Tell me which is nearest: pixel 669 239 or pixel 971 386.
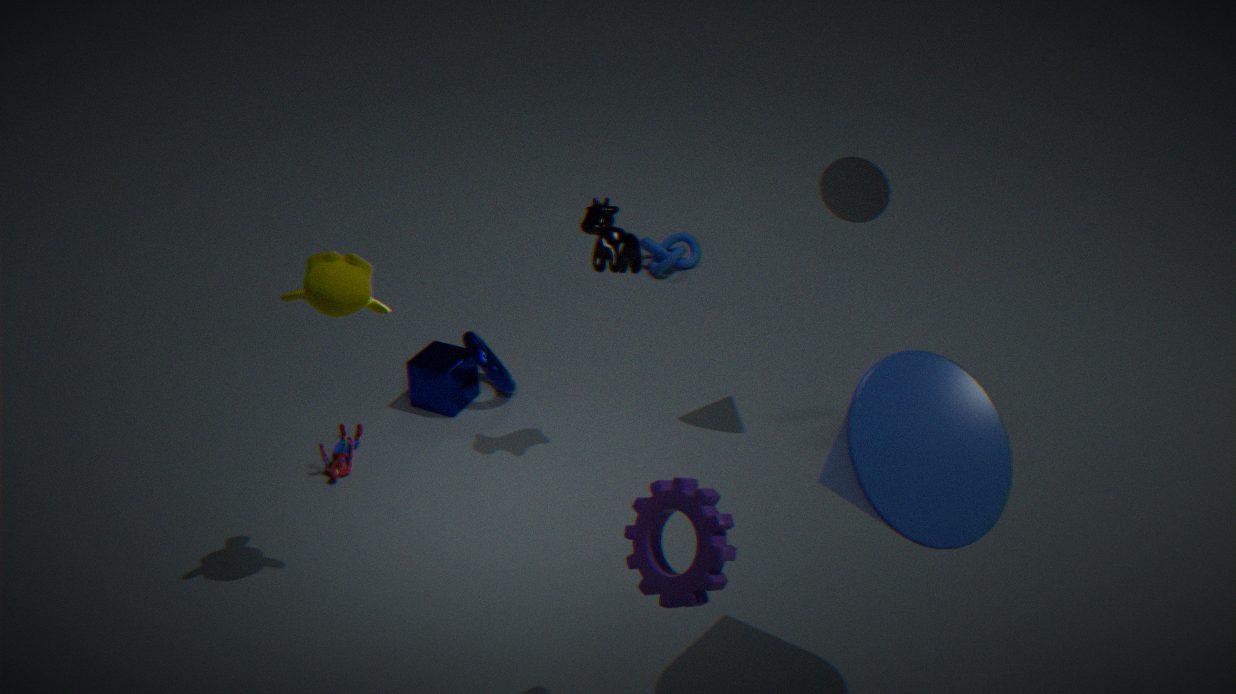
pixel 971 386
